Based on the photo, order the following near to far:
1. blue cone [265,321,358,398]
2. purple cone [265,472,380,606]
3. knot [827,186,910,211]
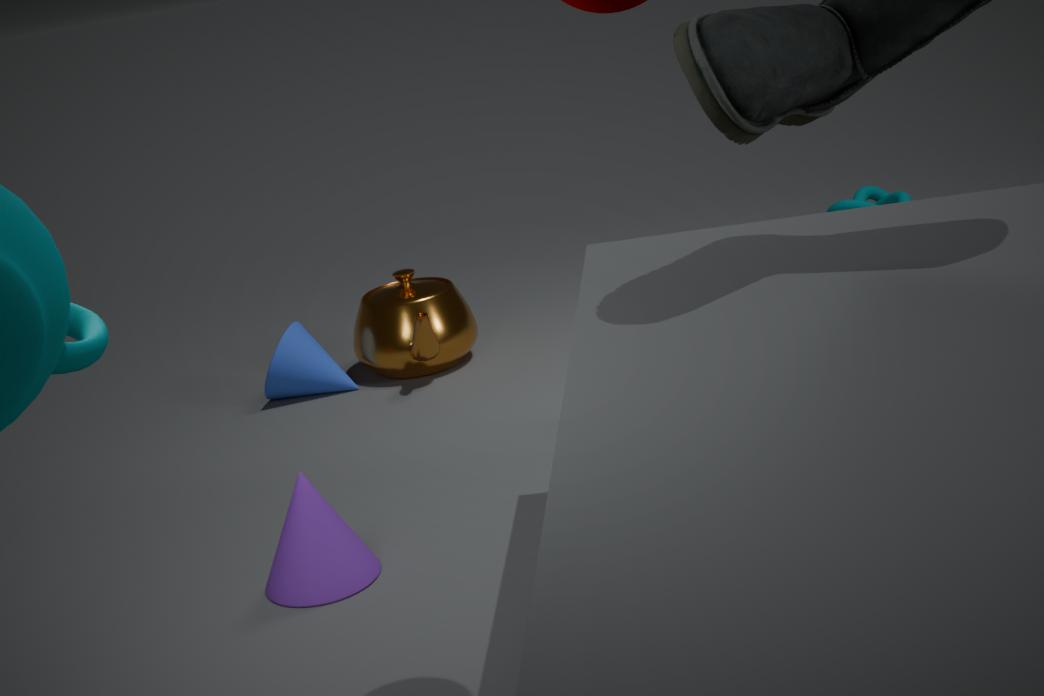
purple cone [265,472,380,606] < blue cone [265,321,358,398] < knot [827,186,910,211]
